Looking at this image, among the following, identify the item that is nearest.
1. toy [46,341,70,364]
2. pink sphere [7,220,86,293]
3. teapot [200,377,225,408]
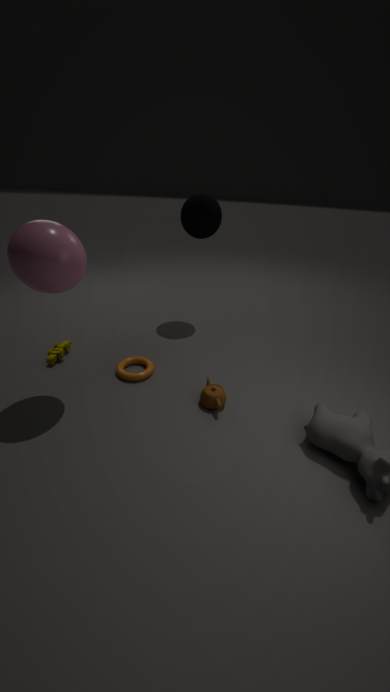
pink sphere [7,220,86,293]
